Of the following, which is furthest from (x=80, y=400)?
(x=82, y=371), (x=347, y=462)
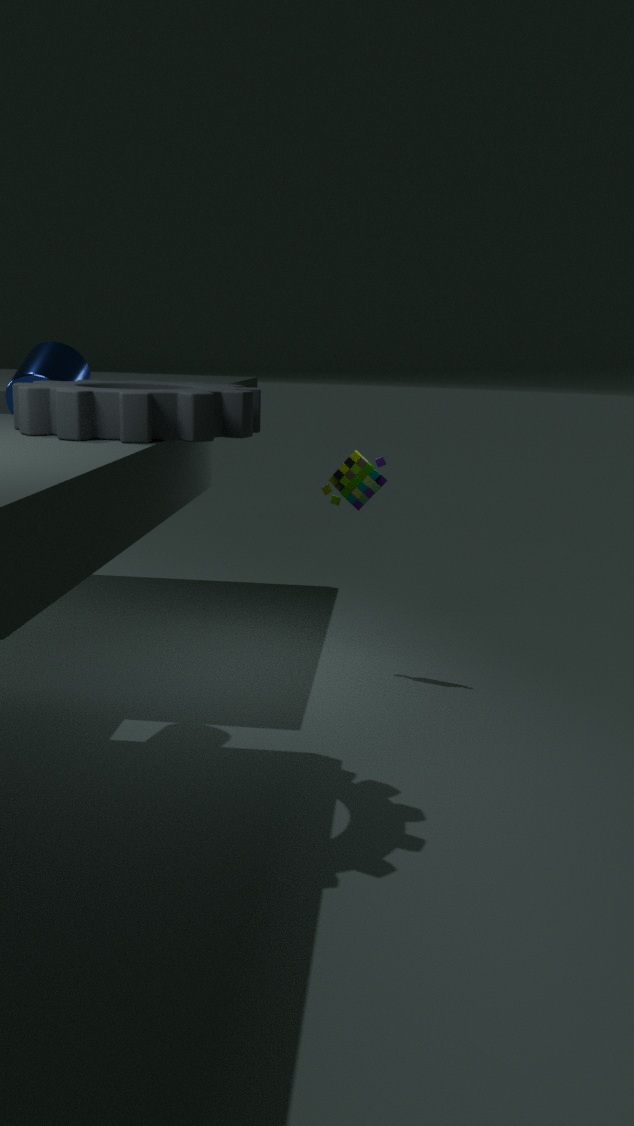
(x=347, y=462)
